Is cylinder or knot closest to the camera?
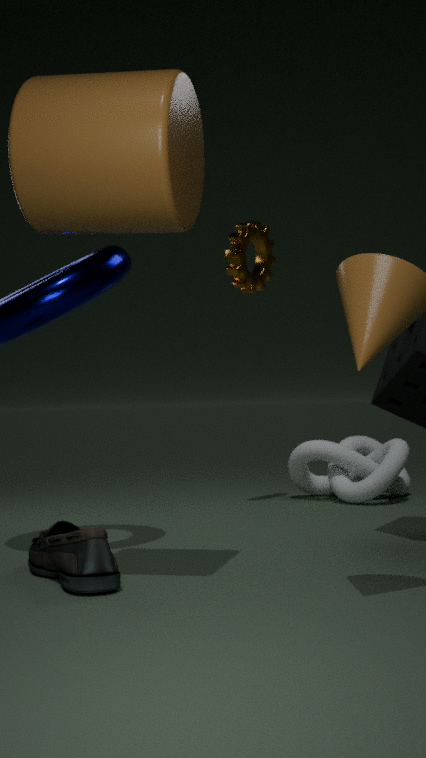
cylinder
